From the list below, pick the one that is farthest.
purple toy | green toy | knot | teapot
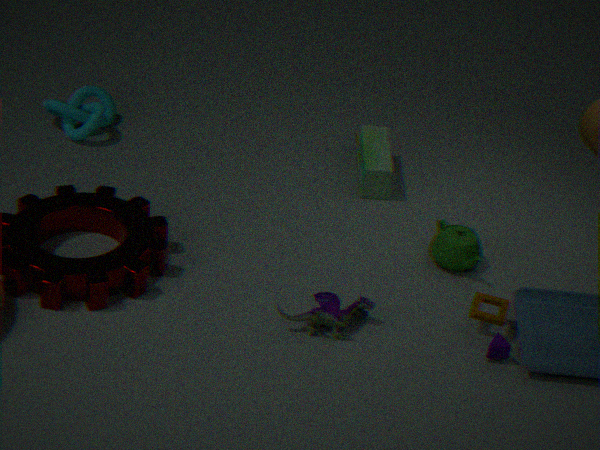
knot
